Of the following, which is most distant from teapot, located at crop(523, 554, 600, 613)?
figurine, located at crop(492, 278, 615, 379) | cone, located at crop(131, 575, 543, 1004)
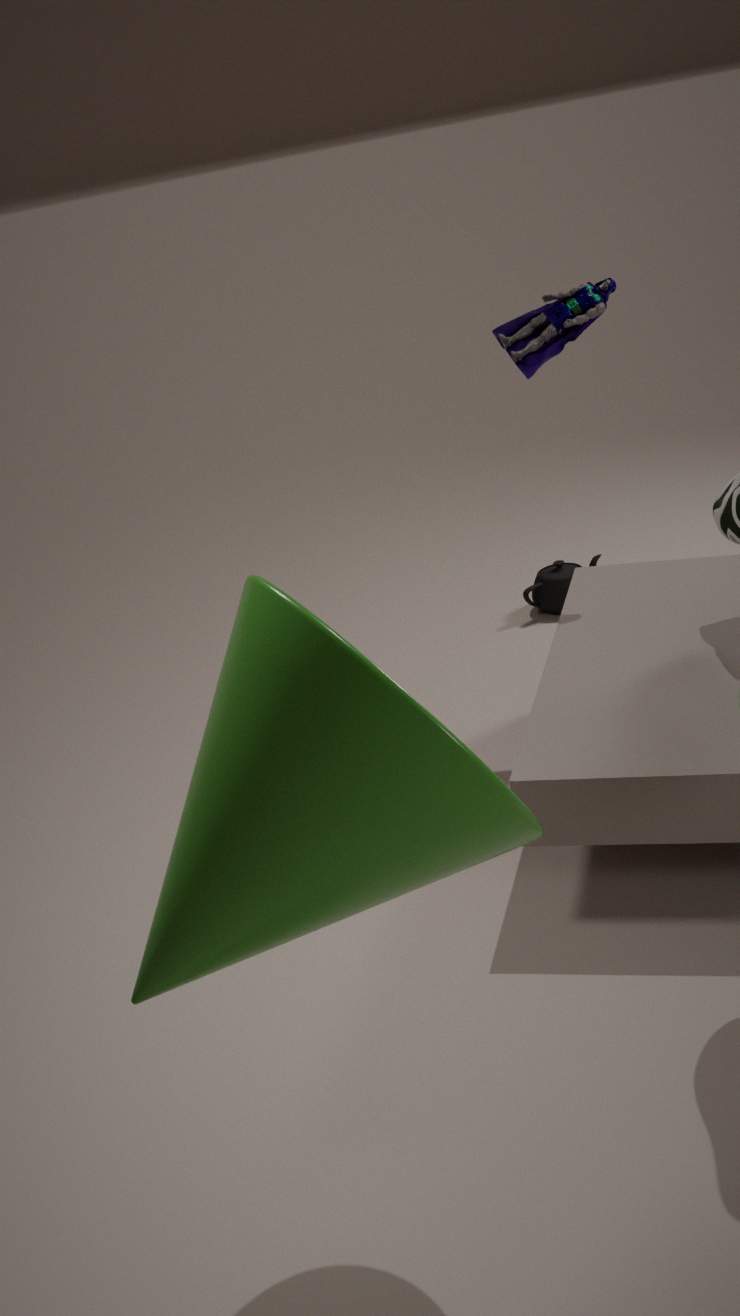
cone, located at crop(131, 575, 543, 1004)
